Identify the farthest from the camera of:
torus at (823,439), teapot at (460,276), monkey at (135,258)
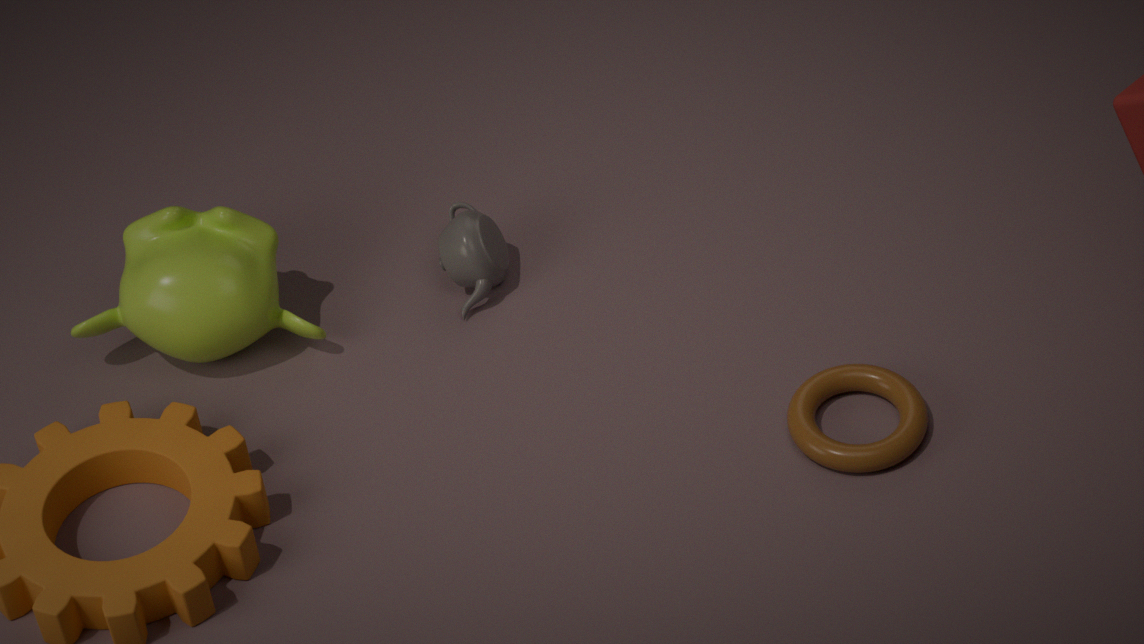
teapot at (460,276)
